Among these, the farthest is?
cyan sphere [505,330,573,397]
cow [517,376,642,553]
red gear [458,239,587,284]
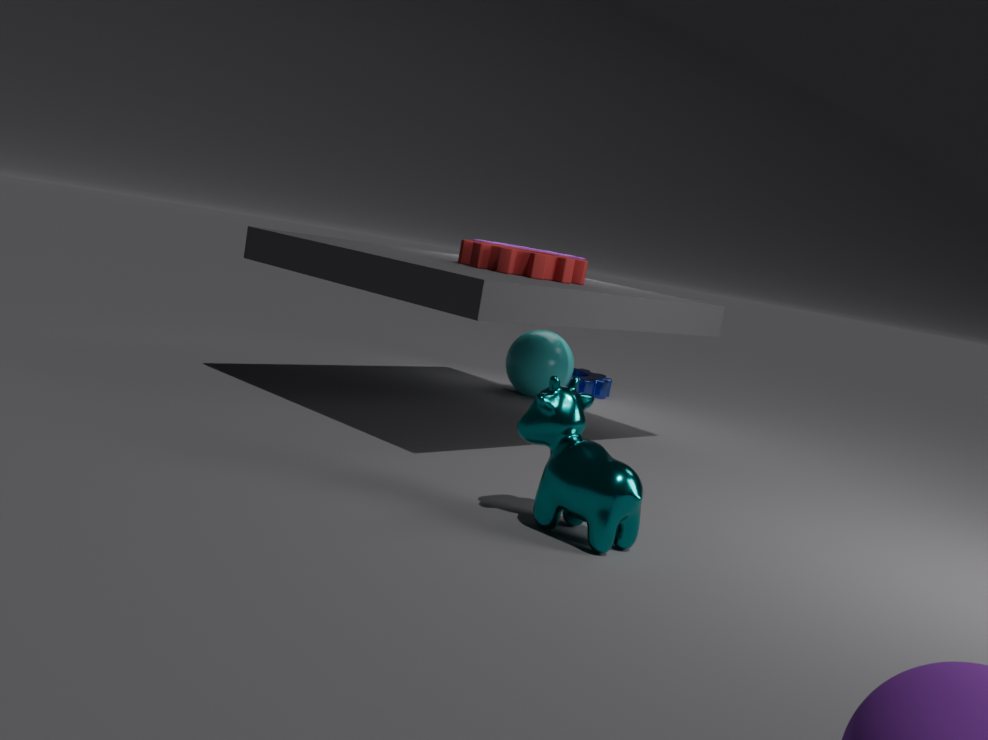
cyan sphere [505,330,573,397]
